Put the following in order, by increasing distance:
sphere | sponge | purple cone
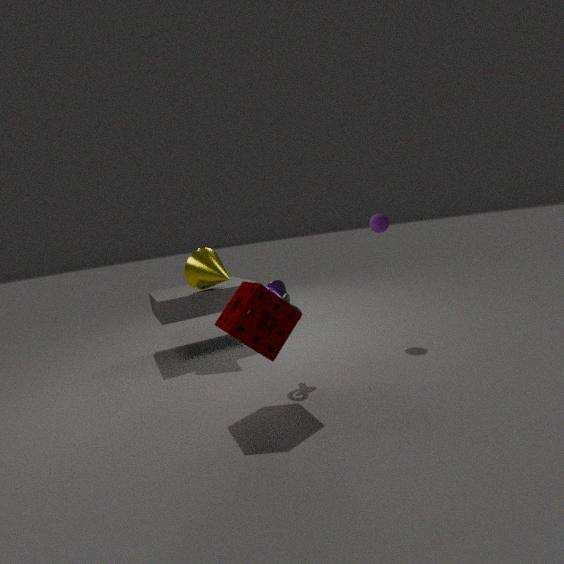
sponge
sphere
purple cone
